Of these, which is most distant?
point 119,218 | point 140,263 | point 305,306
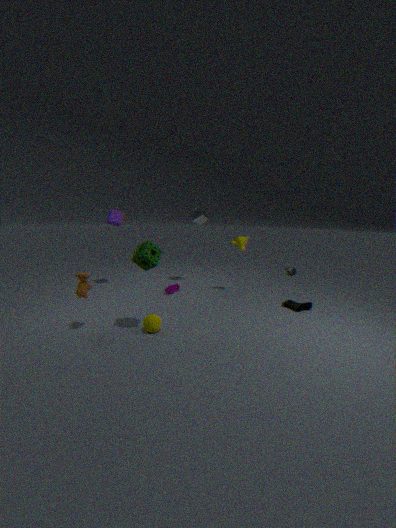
point 119,218
